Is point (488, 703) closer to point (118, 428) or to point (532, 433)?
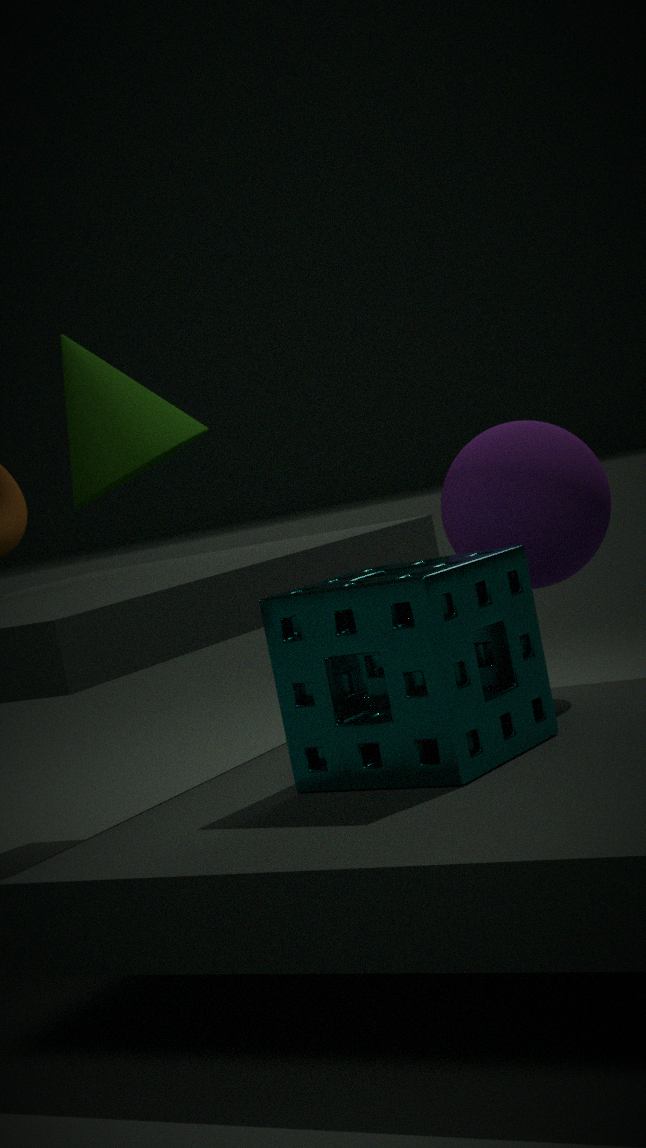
point (532, 433)
